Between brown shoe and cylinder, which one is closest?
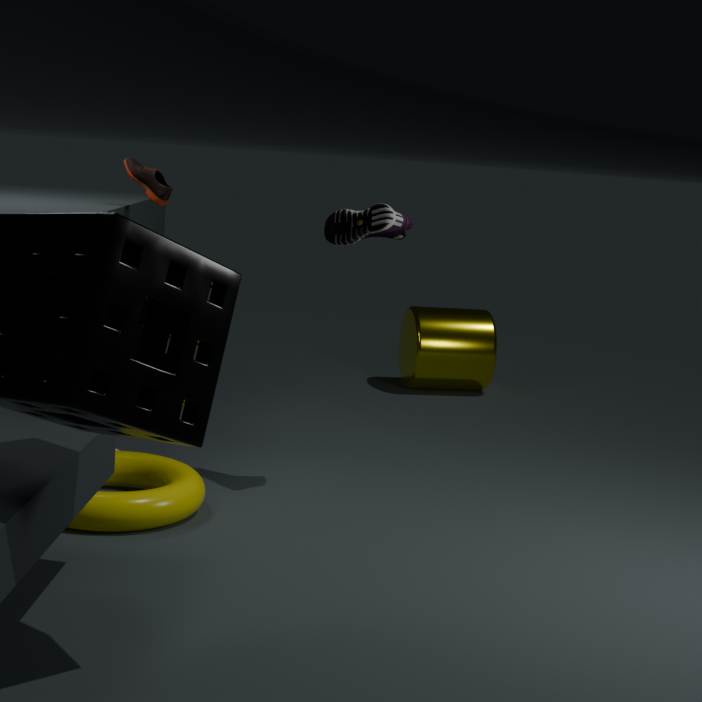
brown shoe
